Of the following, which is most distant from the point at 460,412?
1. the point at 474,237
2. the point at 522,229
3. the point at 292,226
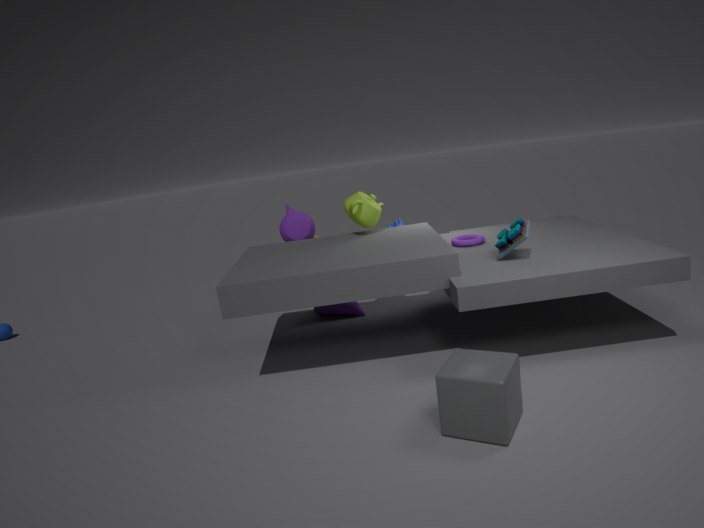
the point at 292,226
